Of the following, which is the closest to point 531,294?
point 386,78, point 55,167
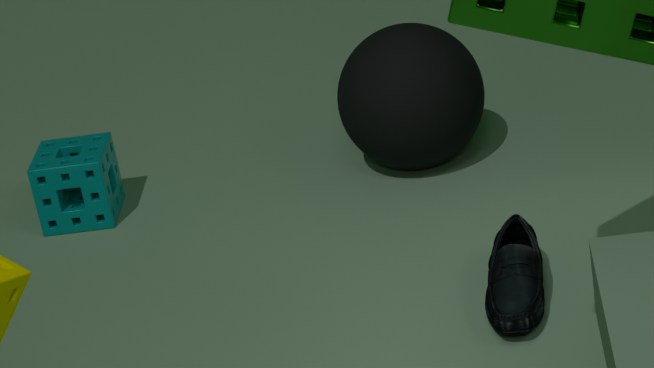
point 386,78
